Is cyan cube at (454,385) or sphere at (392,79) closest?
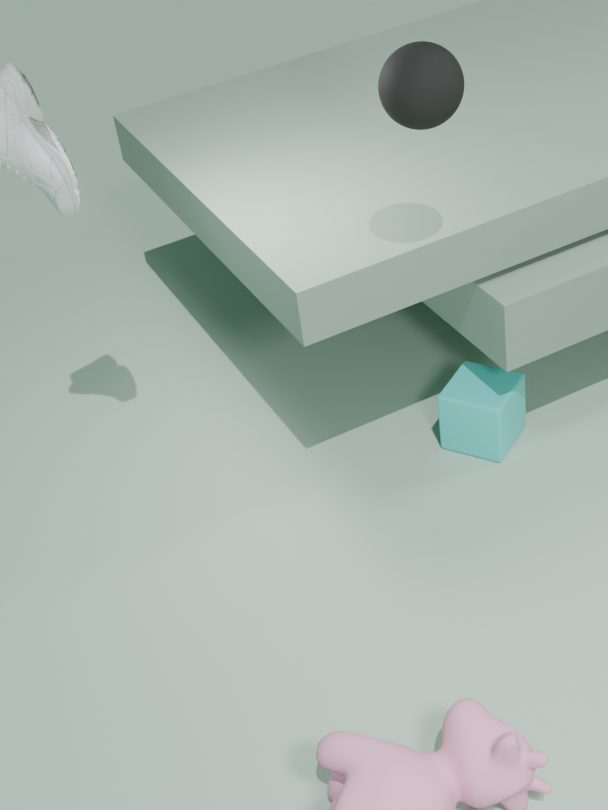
sphere at (392,79)
